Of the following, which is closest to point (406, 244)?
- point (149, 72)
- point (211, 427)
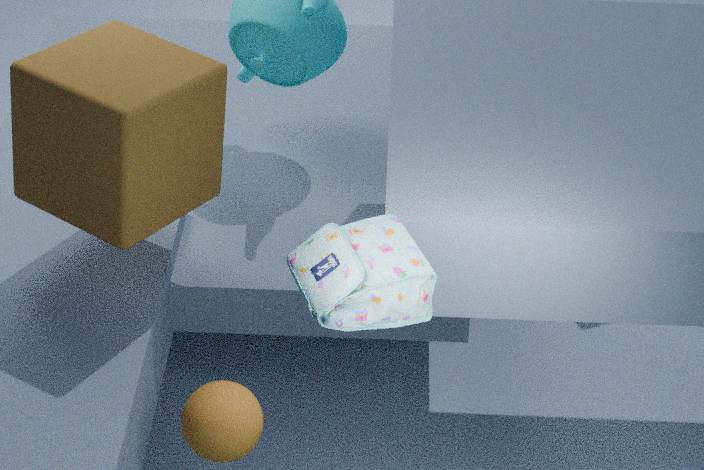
point (211, 427)
